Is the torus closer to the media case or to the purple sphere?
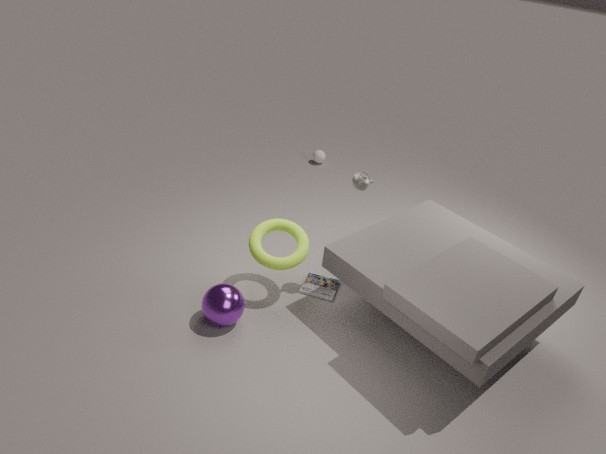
the purple sphere
